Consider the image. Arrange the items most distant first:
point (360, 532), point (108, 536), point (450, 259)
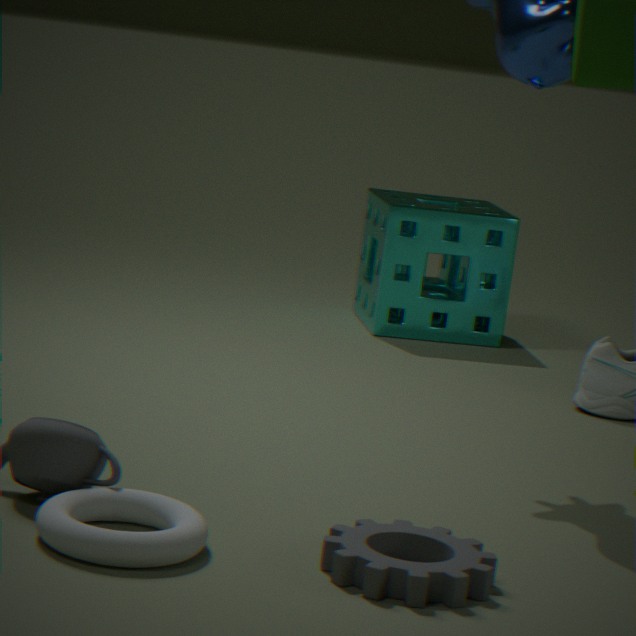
point (450, 259) < point (360, 532) < point (108, 536)
